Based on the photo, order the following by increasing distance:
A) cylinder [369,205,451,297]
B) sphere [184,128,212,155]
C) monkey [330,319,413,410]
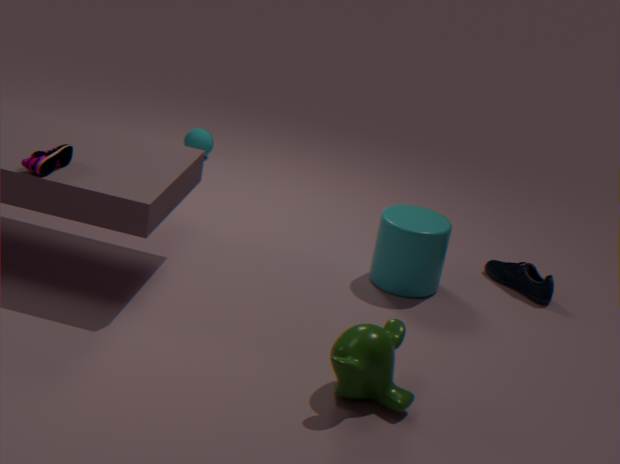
monkey [330,319,413,410]
cylinder [369,205,451,297]
sphere [184,128,212,155]
